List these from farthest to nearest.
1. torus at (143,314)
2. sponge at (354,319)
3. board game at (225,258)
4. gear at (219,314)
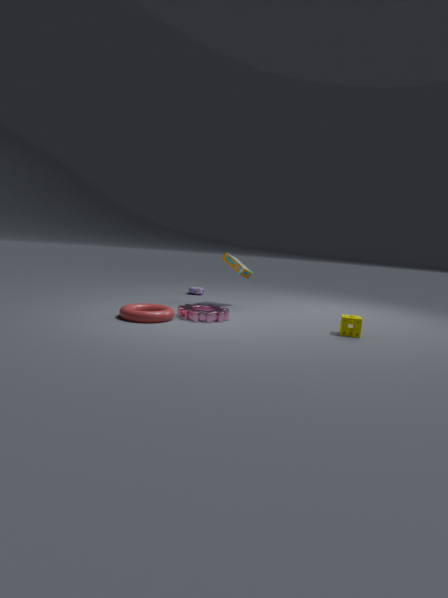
board game at (225,258) < gear at (219,314) < sponge at (354,319) < torus at (143,314)
